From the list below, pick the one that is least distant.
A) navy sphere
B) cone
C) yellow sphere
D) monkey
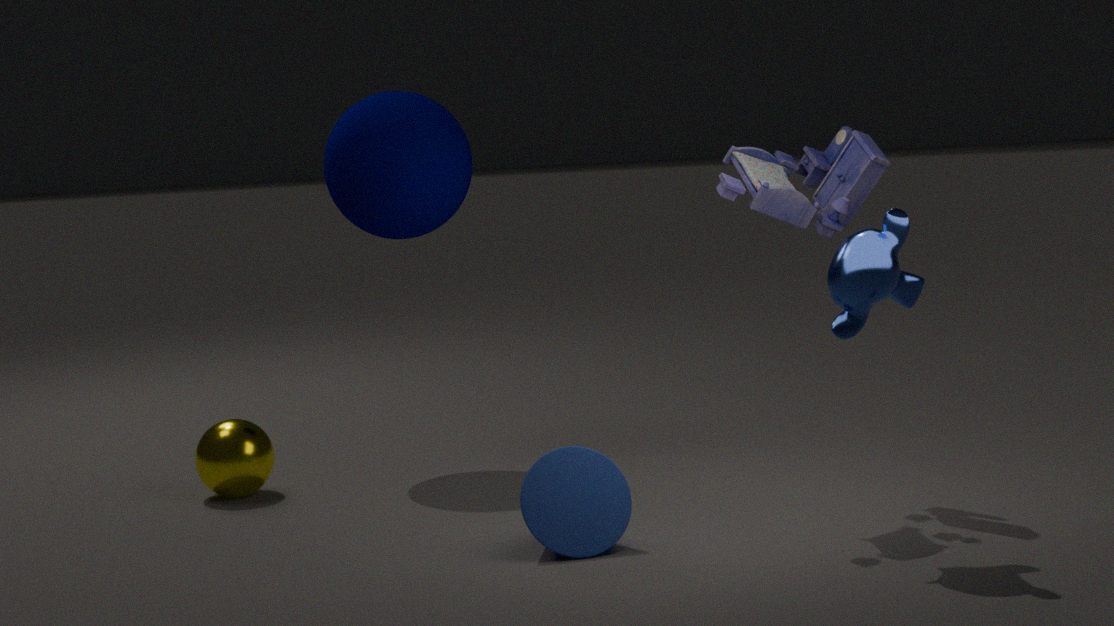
monkey
